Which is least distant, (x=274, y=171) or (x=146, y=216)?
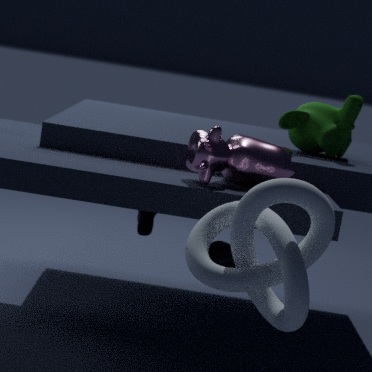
(x=274, y=171)
